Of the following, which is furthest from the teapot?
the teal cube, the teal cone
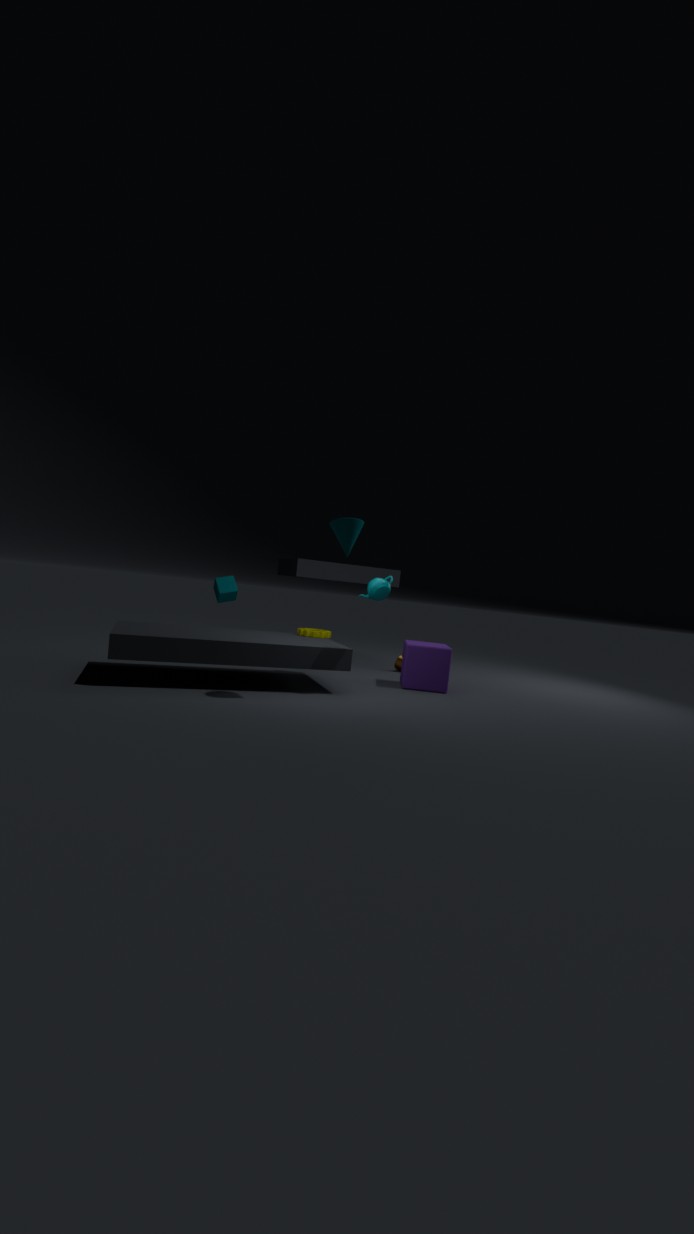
the teal cube
